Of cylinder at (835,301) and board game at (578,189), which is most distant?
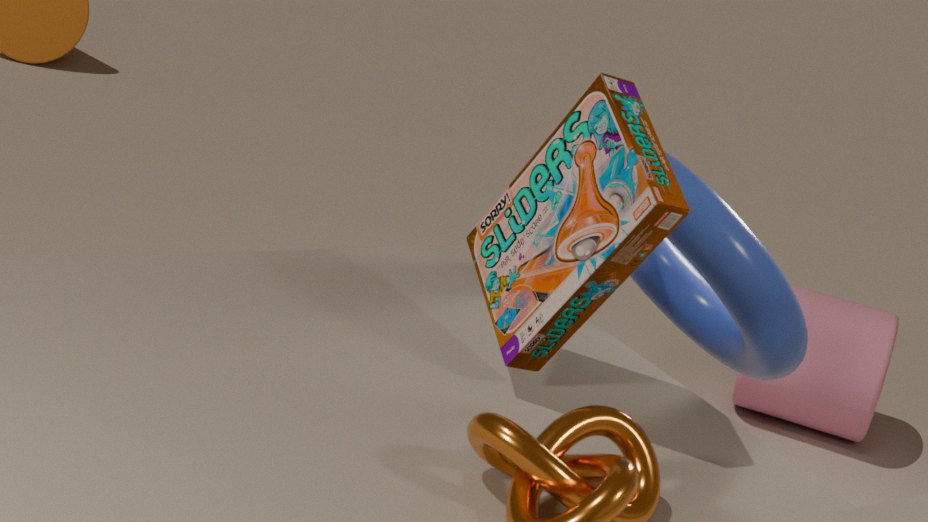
cylinder at (835,301)
